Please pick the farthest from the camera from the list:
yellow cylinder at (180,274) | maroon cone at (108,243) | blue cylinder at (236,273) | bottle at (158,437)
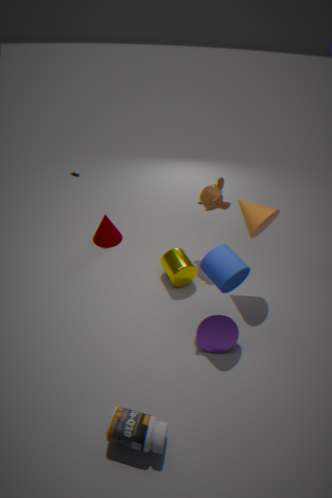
maroon cone at (108,243)
